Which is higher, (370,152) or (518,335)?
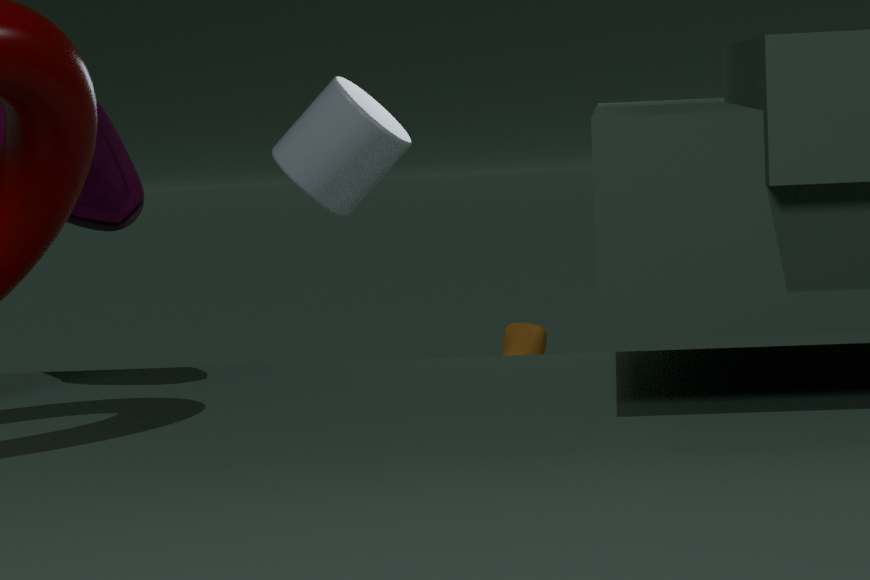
(370,152)
